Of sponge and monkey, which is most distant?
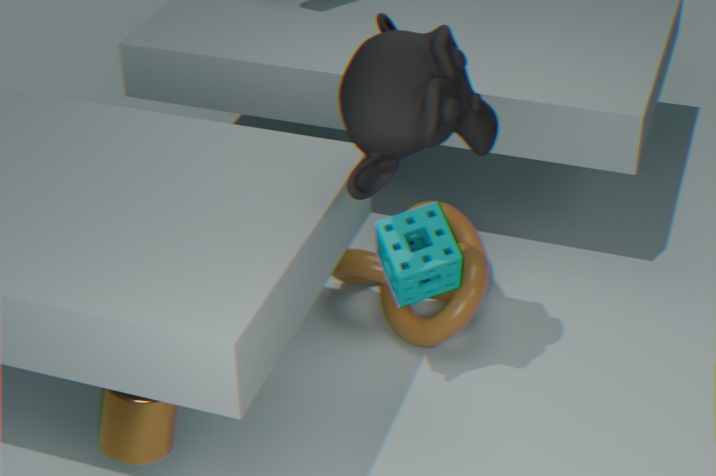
sponge
